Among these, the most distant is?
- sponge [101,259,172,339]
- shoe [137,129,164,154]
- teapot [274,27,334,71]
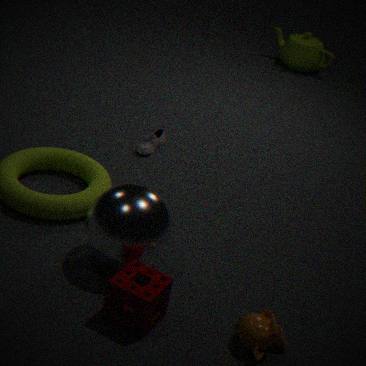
teapot [274,27,334,71]
